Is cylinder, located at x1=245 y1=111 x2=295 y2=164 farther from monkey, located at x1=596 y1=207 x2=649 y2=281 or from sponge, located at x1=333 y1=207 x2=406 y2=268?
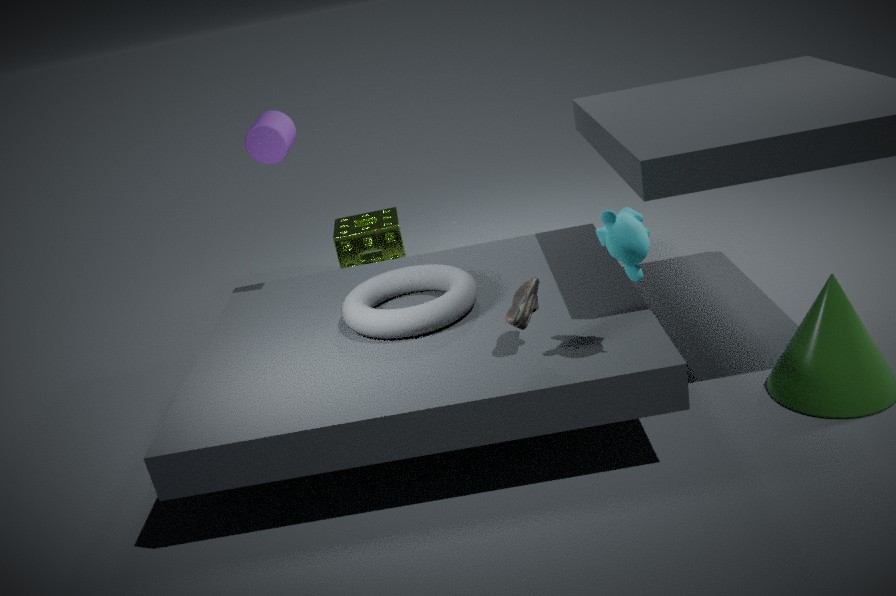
monkey, located at x1=596 y1=207 x2=649 y2=281
